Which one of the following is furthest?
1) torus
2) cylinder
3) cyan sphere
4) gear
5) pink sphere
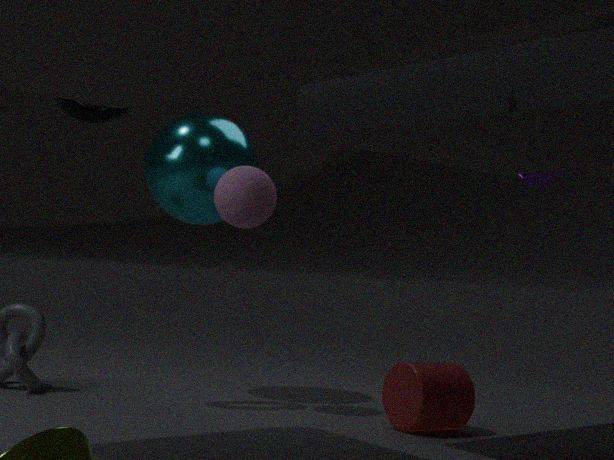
4. gear
